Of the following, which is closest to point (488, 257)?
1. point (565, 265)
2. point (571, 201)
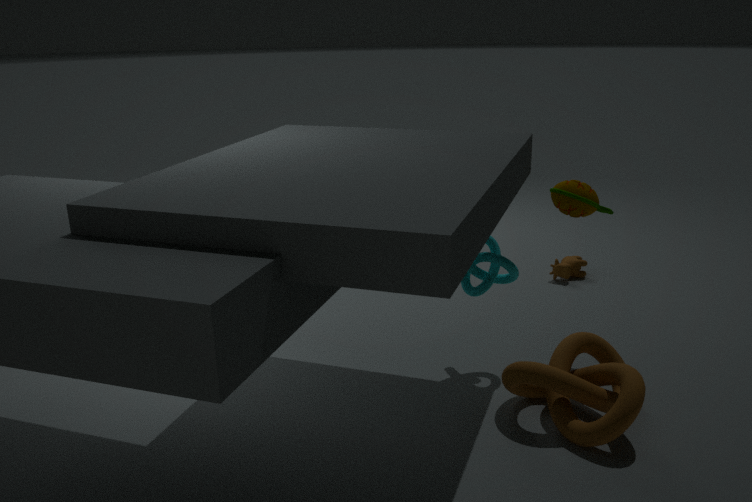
point (571, 201)
